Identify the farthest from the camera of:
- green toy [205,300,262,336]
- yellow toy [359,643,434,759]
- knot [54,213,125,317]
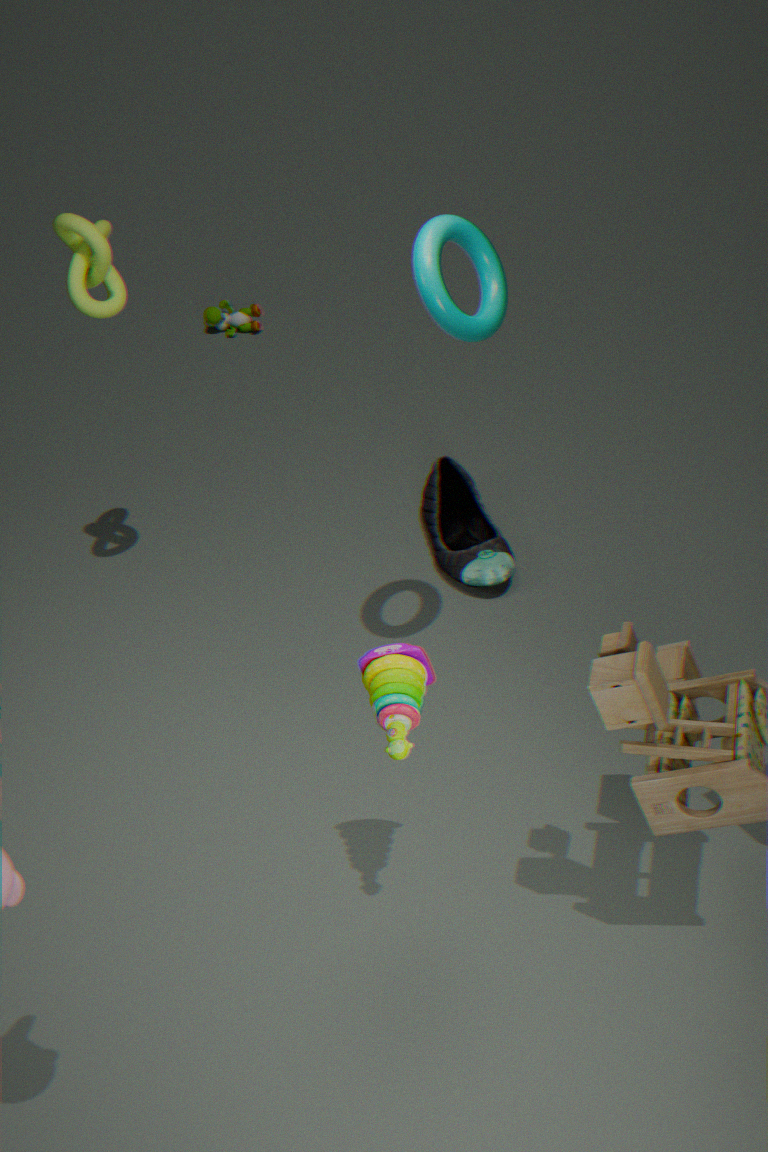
green toy [205,300,262,336]
